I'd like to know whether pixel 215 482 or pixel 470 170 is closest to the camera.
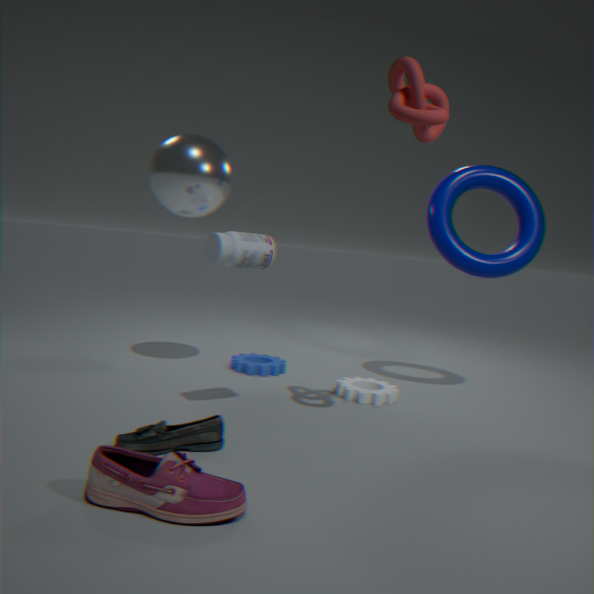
pixel 215 482
